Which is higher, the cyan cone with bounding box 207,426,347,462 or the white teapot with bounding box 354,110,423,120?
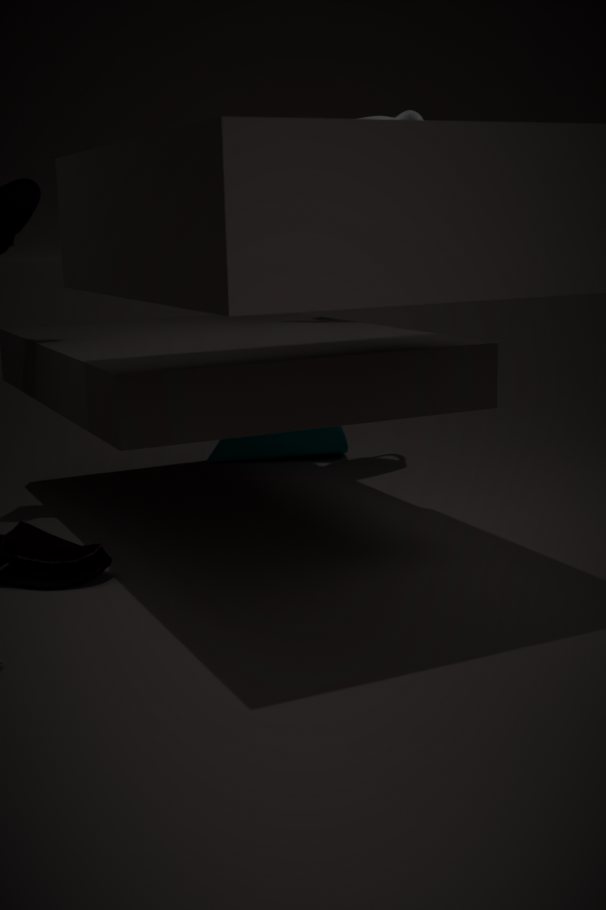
the white teapot with bounding box 354,110,423,120
